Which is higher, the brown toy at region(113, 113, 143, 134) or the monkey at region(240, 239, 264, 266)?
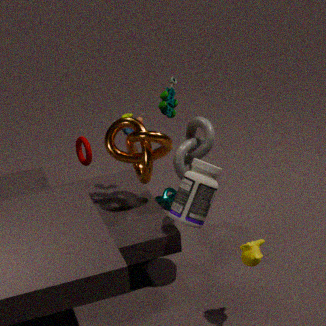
the brown toy at region(113, 113, 143, 134)
